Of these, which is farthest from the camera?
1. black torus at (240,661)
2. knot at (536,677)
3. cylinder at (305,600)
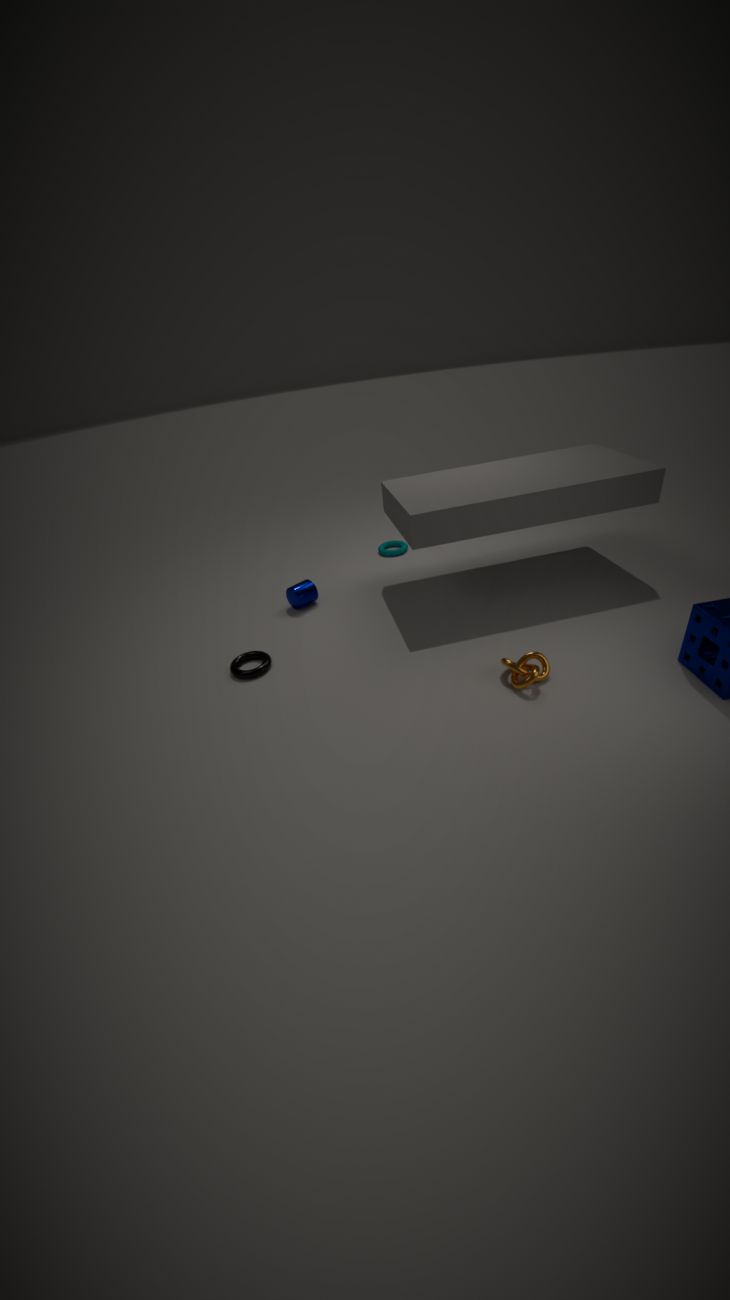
cylinder at (305,600)
